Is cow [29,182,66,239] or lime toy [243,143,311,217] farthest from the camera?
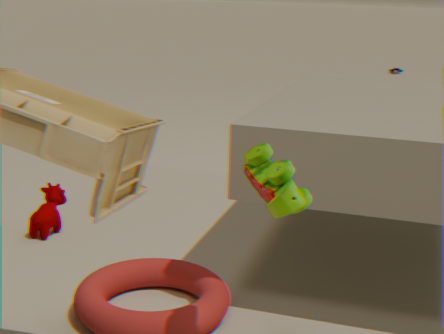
cow [29,182,66,239]
